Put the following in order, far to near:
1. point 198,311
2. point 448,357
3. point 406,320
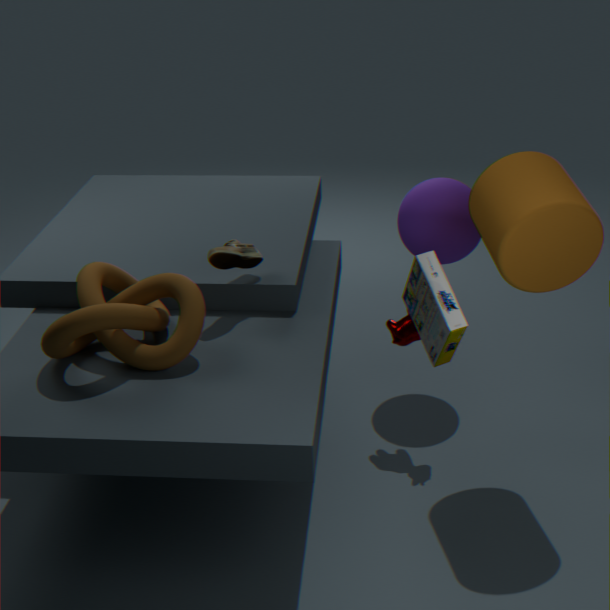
point 406,320, point 198,311, point 448,357
